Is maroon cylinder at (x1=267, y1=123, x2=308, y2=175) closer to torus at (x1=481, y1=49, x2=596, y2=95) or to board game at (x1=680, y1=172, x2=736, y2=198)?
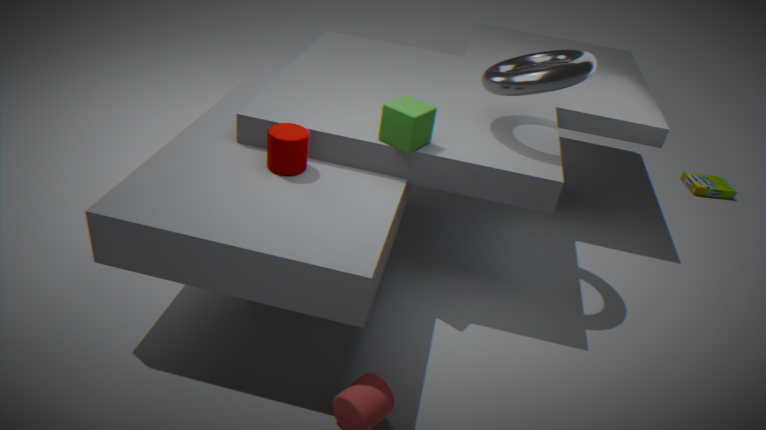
torus at (x1=481, y1=49, x2=596, y2=95)
